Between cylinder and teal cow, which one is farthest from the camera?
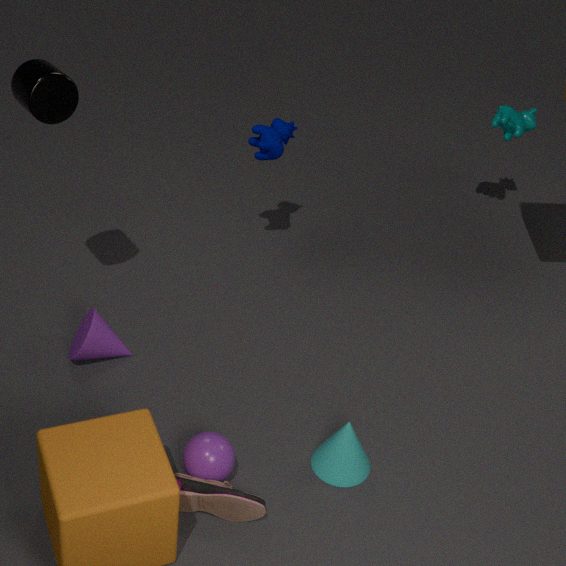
teal cow
